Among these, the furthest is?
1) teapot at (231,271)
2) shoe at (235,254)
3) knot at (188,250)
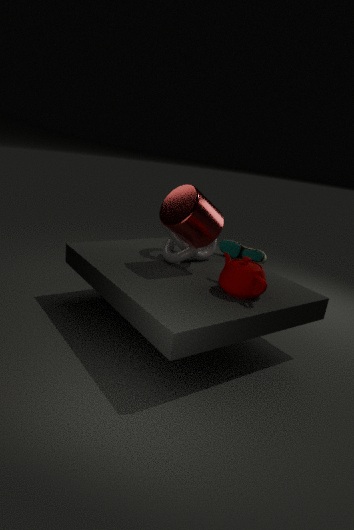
2. shoe at (235,254)
